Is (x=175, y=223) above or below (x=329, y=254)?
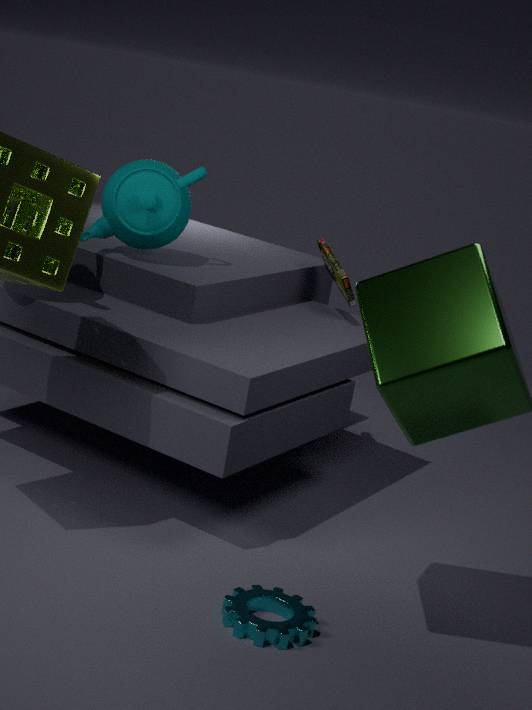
above
